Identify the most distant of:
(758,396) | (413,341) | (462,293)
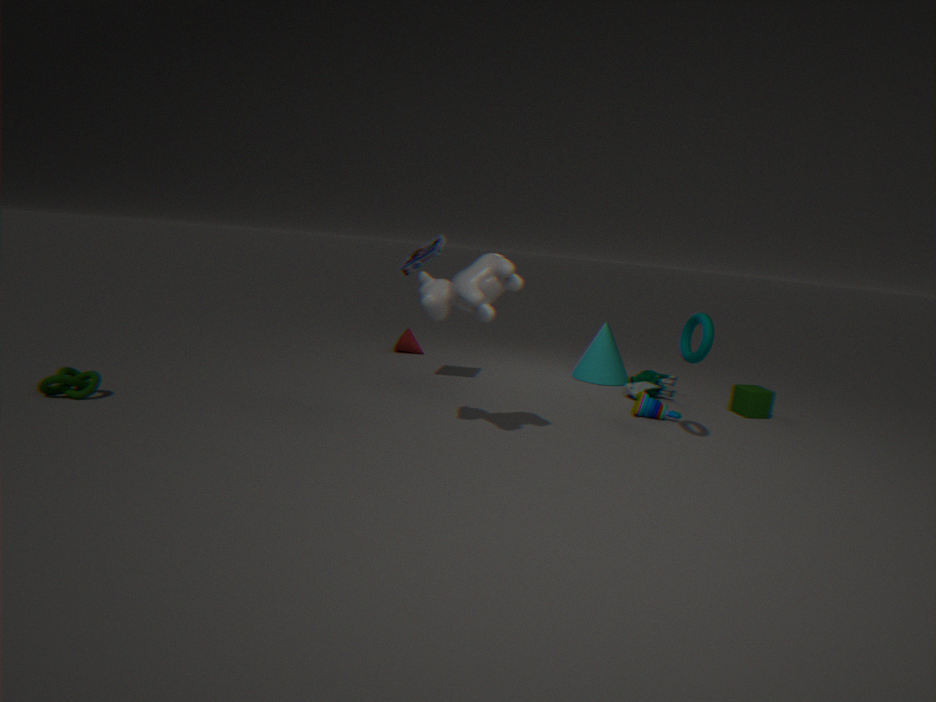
(413,341)
